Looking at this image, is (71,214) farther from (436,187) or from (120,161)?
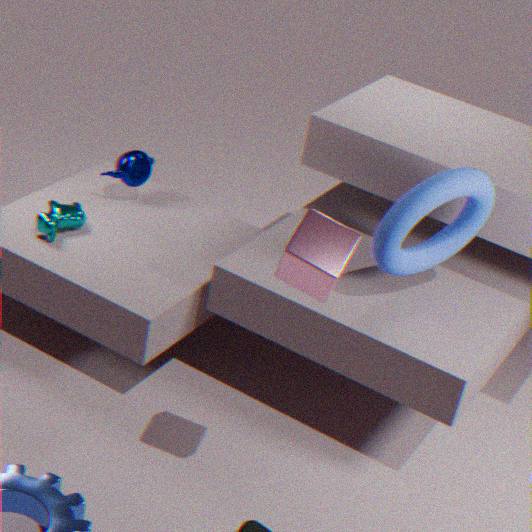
(436,187)
